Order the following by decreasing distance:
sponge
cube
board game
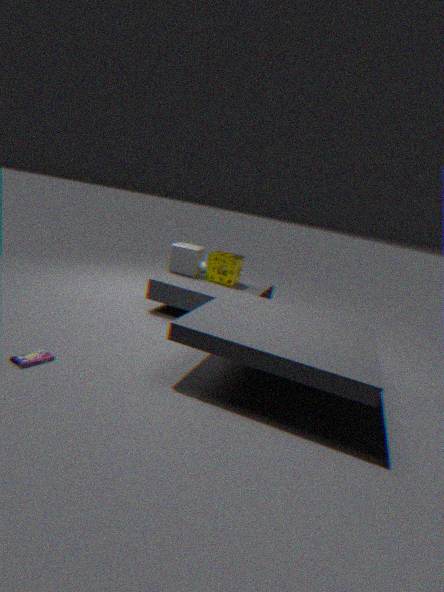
cube
sponge
board game
